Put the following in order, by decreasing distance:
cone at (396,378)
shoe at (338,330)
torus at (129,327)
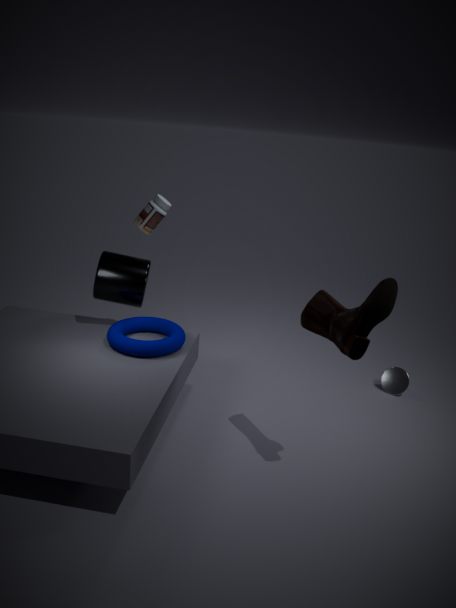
cone at (396,378)
torus at (129,327)
shoe at (338,330)
